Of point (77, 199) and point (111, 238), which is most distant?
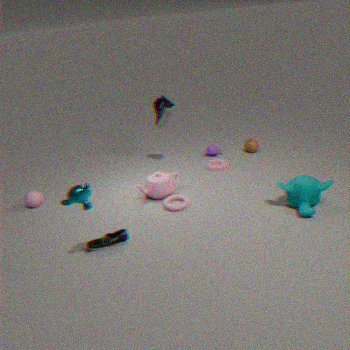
point (111, 238)
